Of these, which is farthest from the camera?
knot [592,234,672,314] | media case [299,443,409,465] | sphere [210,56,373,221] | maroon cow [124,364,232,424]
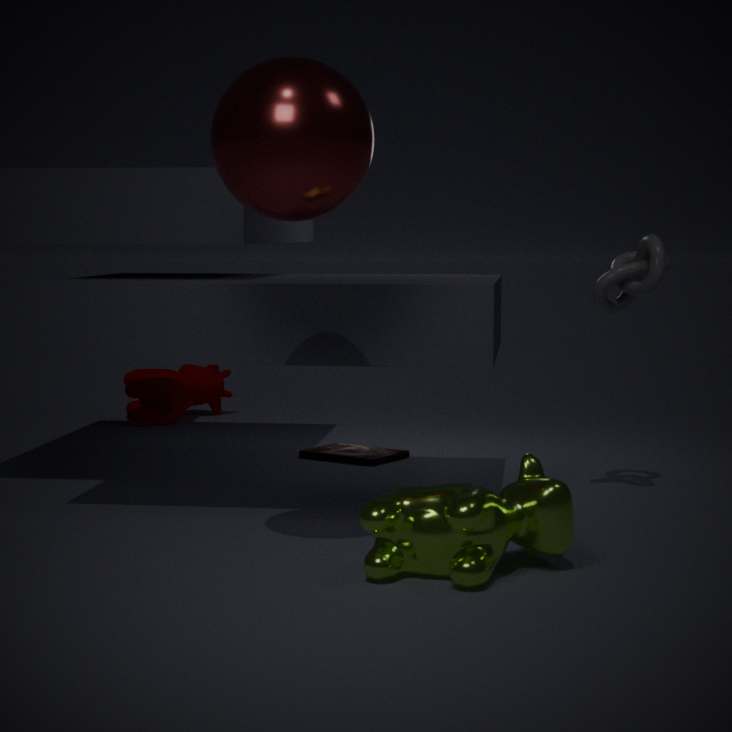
maroon cow [124,364,232,424]
